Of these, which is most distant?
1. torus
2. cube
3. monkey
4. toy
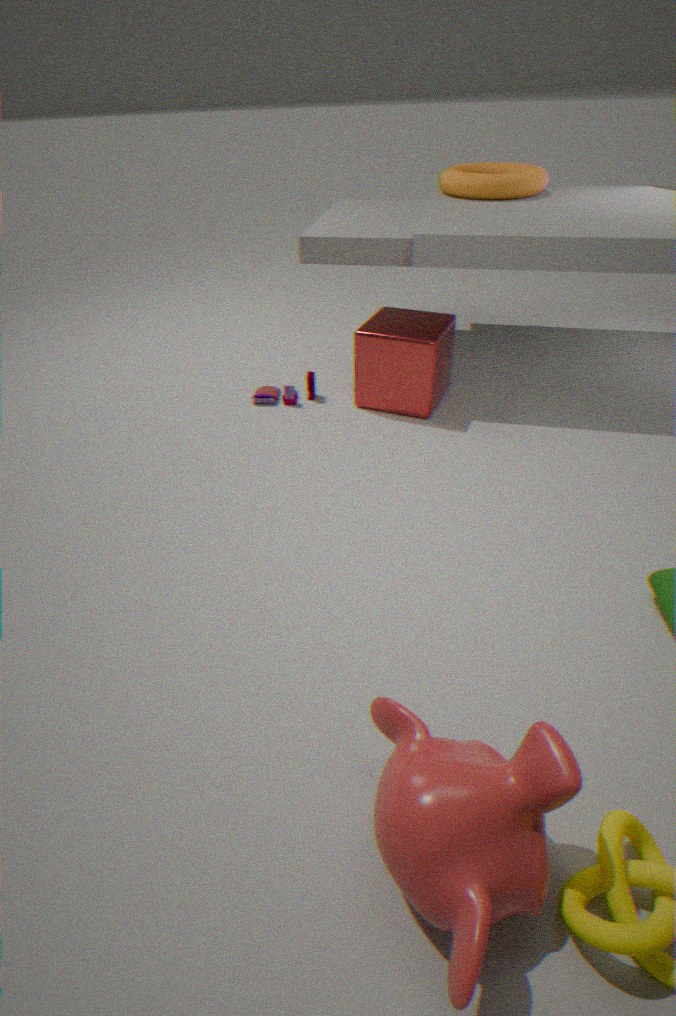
torus
